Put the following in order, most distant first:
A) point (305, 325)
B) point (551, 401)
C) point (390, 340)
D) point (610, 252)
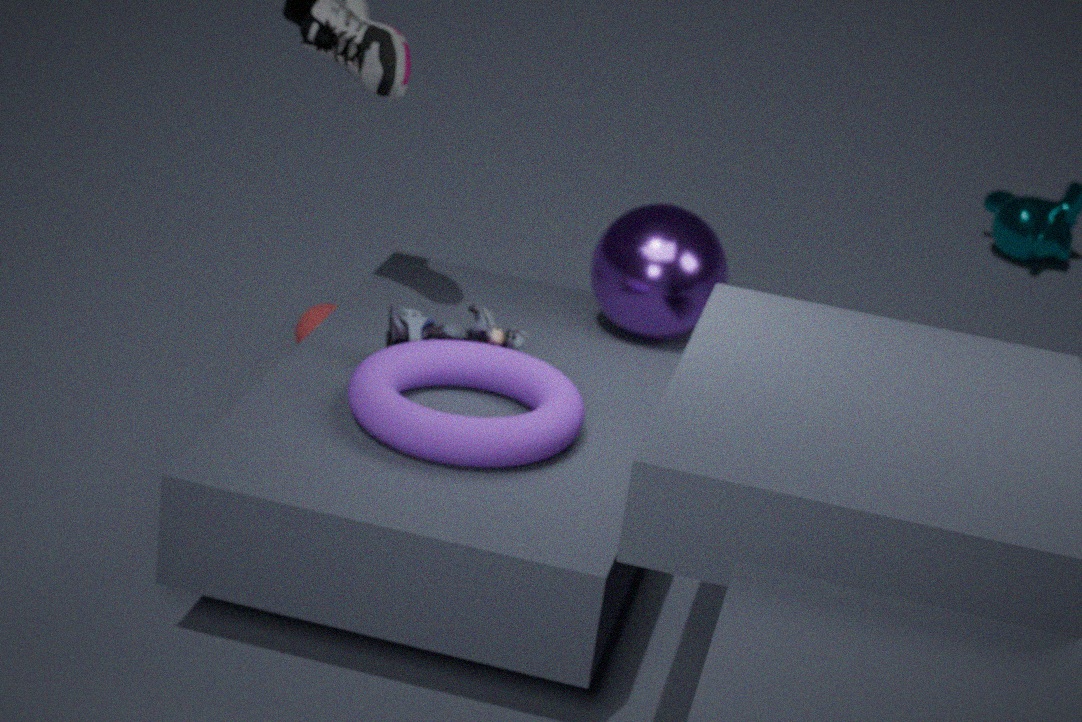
point (305, 325), point (610, 252), point (390, 340), point (551, 401)
